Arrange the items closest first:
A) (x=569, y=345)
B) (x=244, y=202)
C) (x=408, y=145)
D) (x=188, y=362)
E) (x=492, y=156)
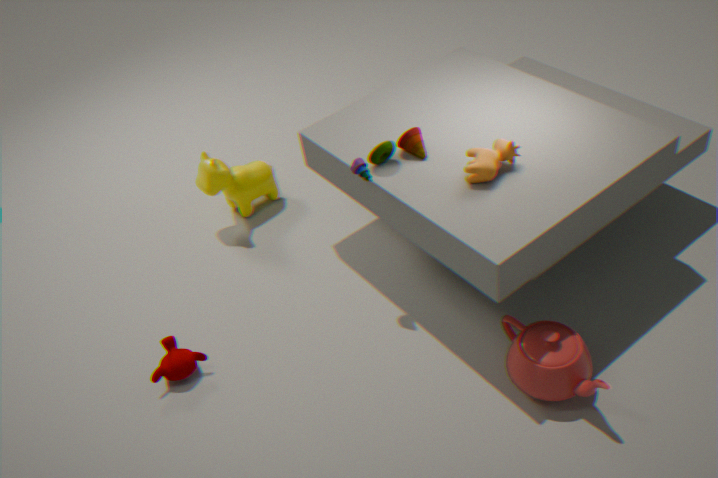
(x=569, y=345)
(x=492, y=156)
(x=188, y=362)
(x=408, y=145)
(x=244, y=202)
